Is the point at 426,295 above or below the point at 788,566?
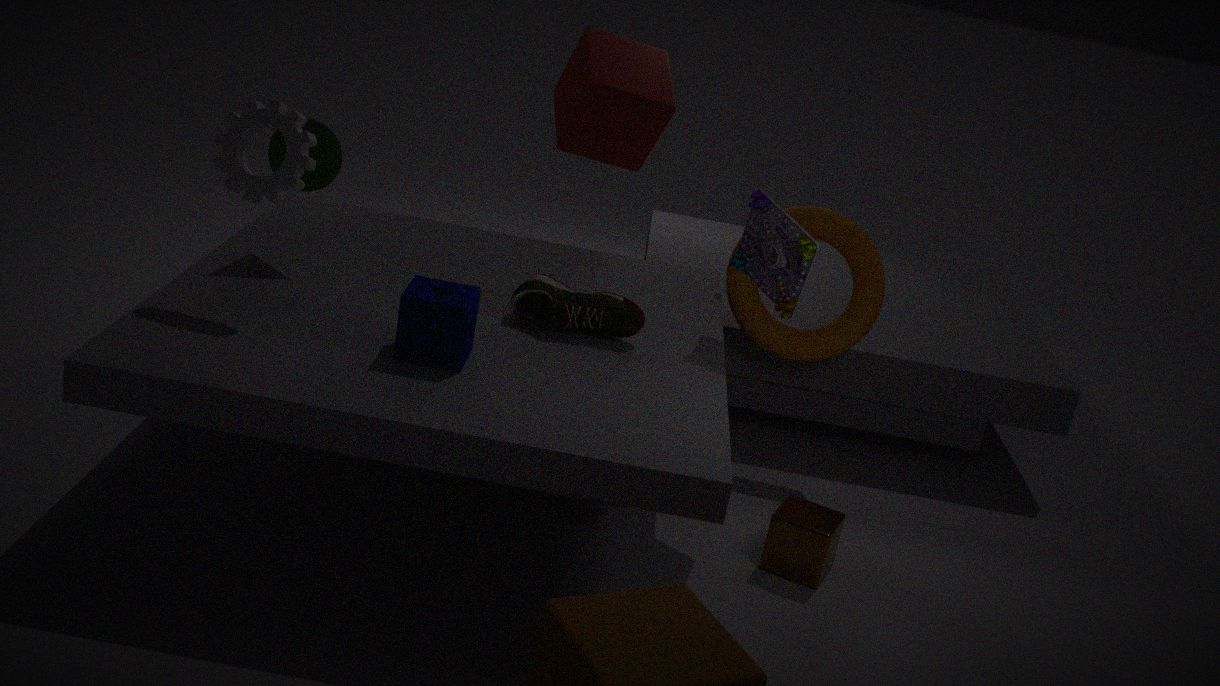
above
